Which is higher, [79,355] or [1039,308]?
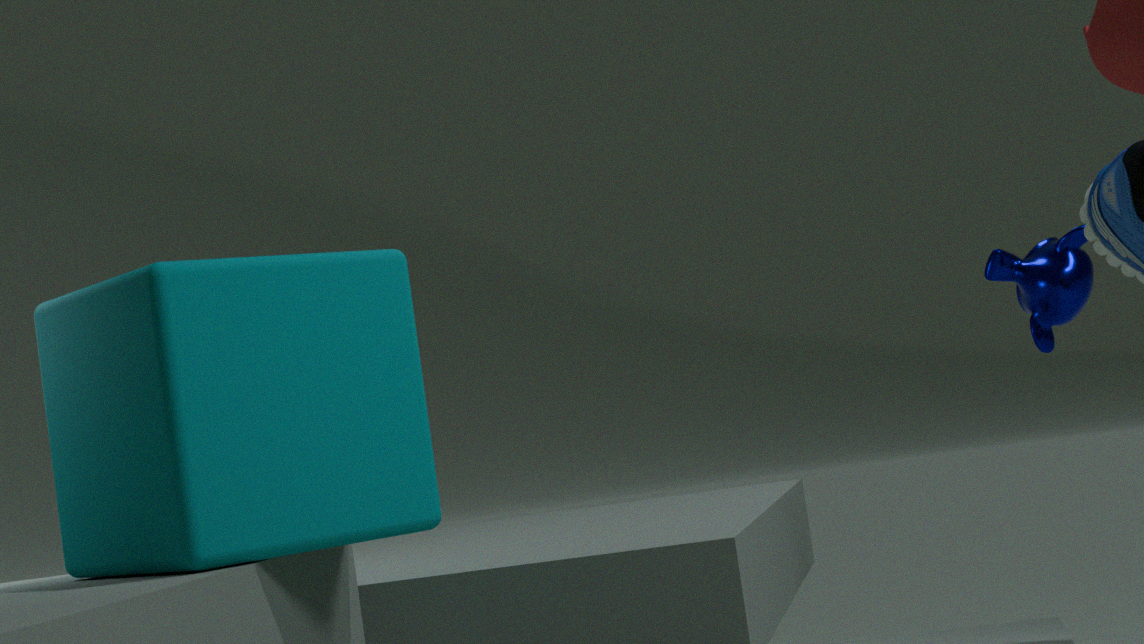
A: [1039,308]
